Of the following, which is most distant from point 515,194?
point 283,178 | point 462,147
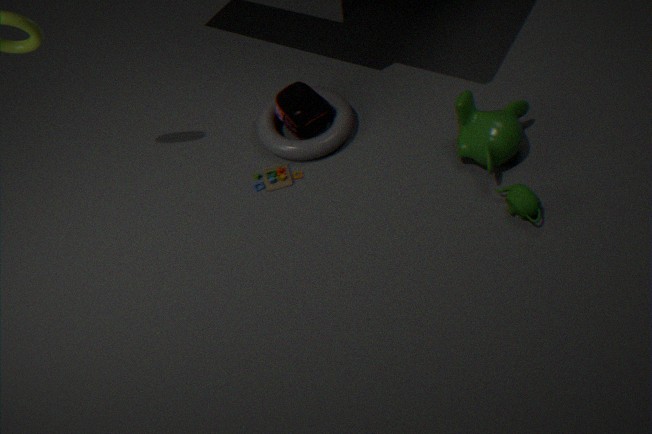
point 283,178
